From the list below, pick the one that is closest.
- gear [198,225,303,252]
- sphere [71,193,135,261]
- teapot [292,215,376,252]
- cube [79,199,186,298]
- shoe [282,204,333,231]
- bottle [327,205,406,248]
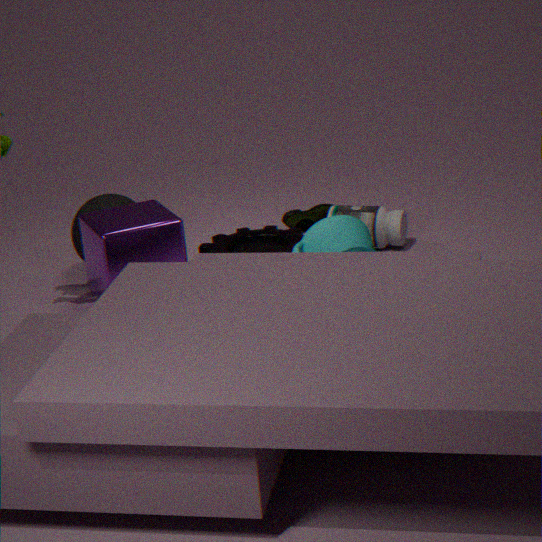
cube [79,199,186,298]
